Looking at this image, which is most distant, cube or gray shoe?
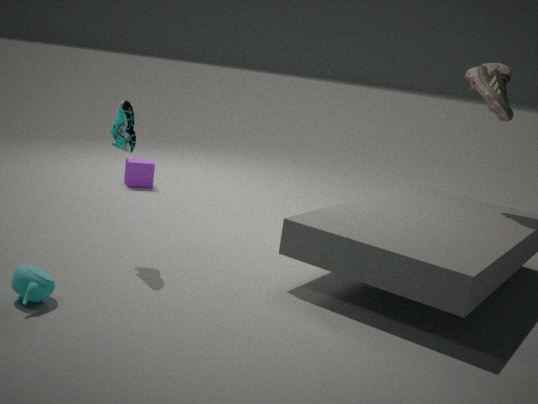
cube
